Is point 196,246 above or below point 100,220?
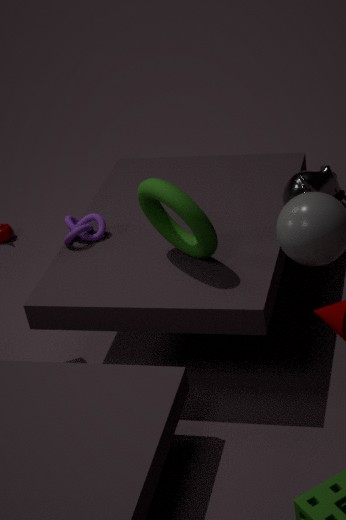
above
